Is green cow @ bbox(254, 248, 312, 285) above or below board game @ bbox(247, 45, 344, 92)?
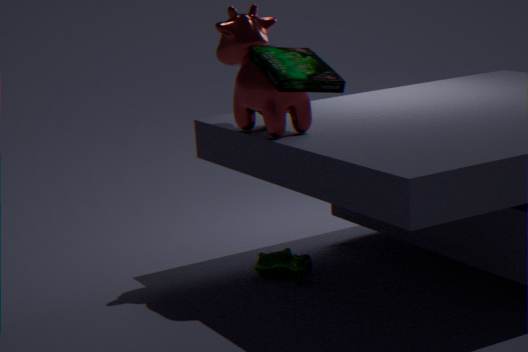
below
